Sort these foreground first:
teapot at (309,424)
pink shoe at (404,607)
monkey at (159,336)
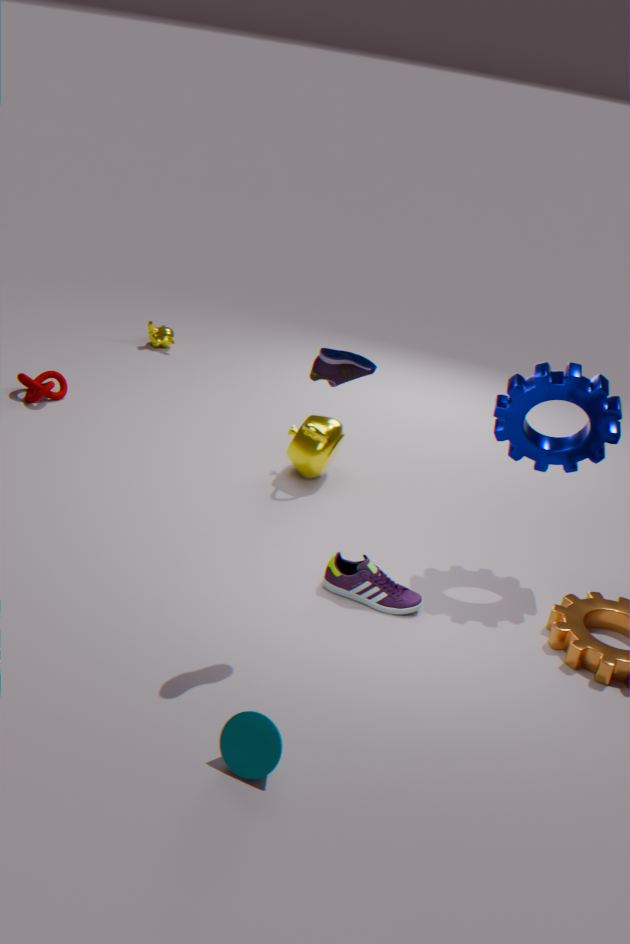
1. pink shoe at (404,607)
2. teapot at (309,424)
3. monkey at (159,336)
